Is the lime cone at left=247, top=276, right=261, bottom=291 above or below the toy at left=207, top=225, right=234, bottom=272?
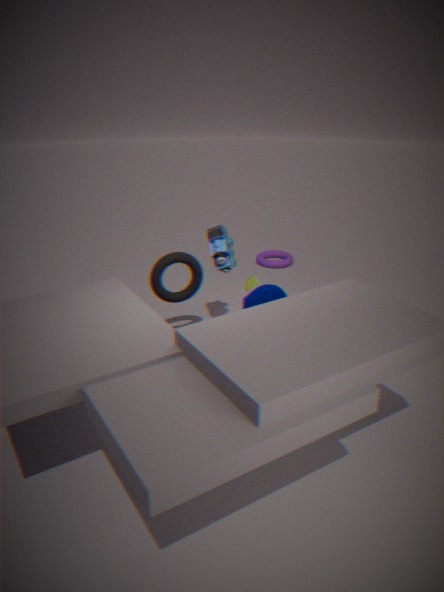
below
